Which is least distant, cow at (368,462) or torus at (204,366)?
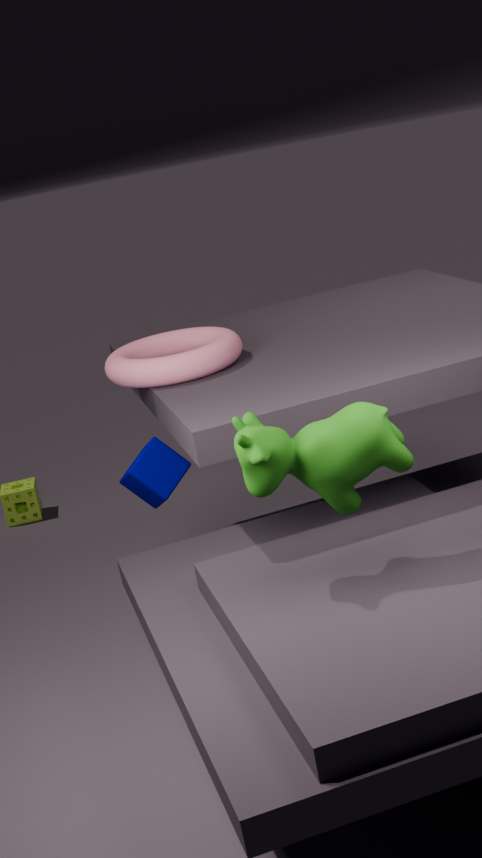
cow at (368,462)
